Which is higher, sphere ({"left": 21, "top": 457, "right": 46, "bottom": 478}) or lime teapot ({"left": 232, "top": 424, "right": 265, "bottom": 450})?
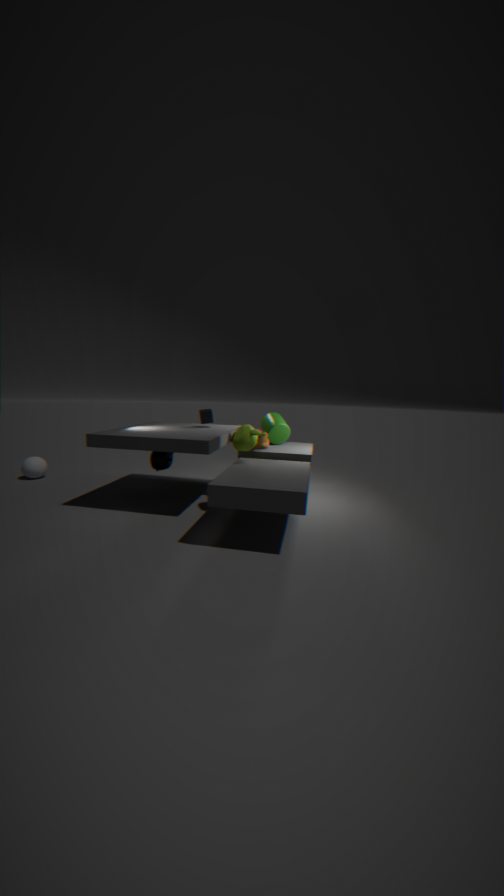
lime teapot ({"left": 232, "top": 424, "right": 265, "bottom": 450})
